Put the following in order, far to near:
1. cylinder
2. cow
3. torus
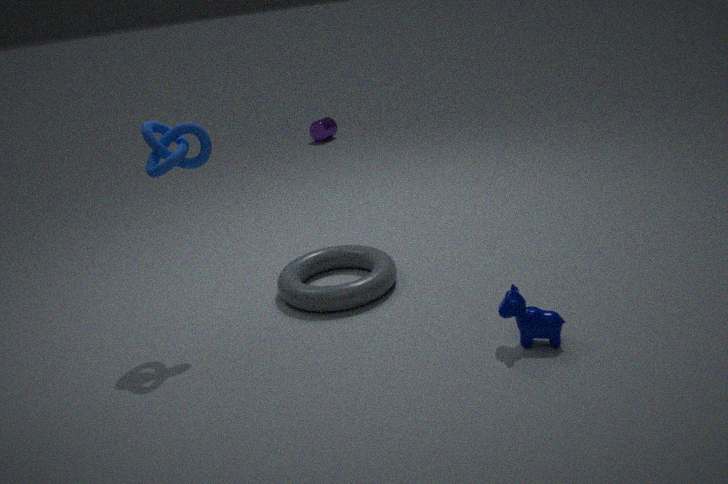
cylinder
torus
cow
